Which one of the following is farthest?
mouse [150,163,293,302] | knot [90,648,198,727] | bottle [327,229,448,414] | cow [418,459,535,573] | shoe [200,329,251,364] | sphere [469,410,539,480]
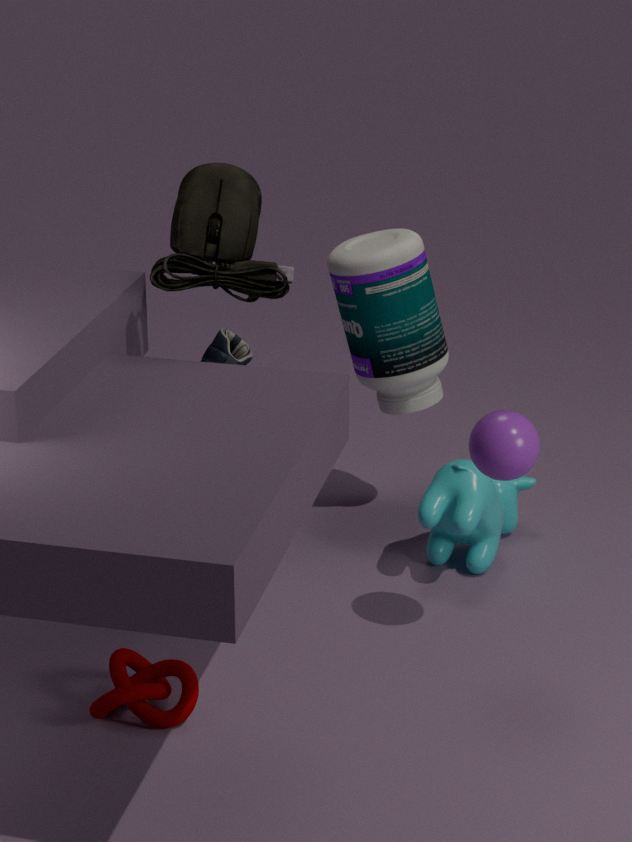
bottle [327,229,448,414]
